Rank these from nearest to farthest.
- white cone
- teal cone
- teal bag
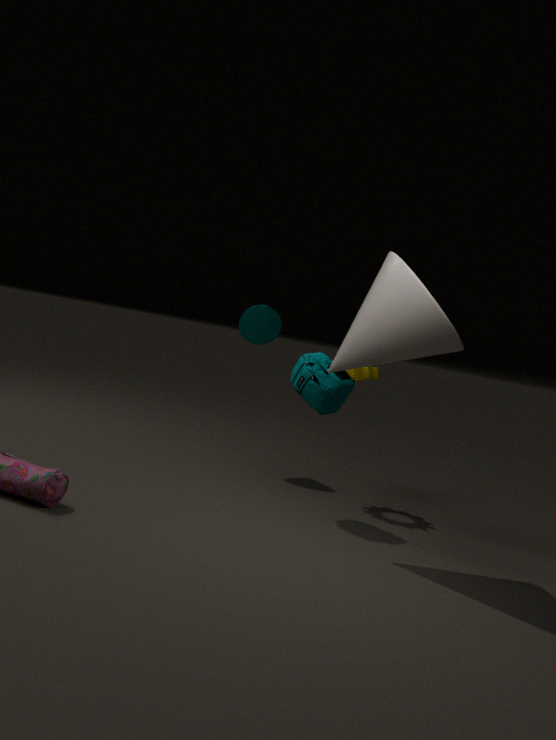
1. white cone
2. teal bag
3. teal cone
